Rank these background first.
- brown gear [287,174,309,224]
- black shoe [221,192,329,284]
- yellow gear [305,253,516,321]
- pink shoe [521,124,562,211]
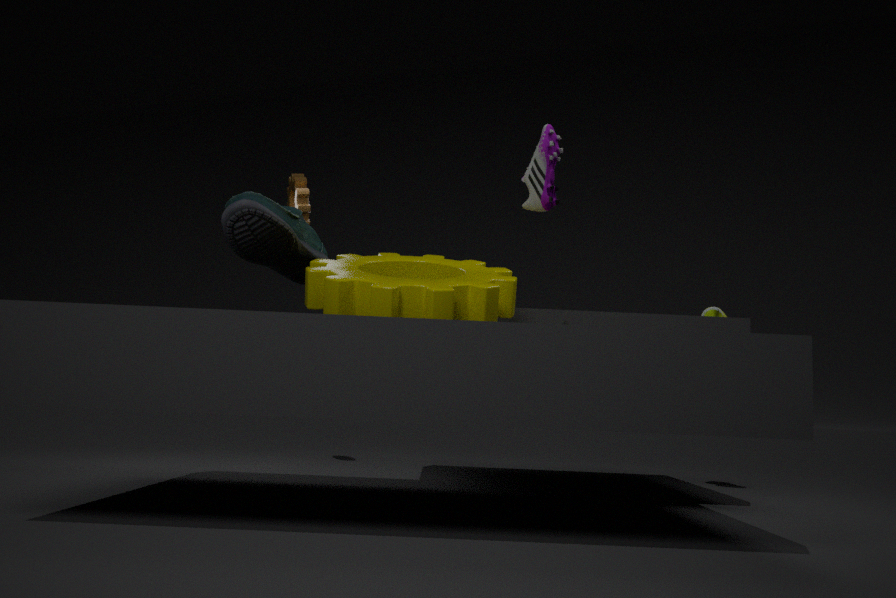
1. brown gear [287,174,309,224]
2. pink shoe [521,124,562,211]
3. black shoe [221,192,329,284]
4. yellow gear [305,253,516,321]
